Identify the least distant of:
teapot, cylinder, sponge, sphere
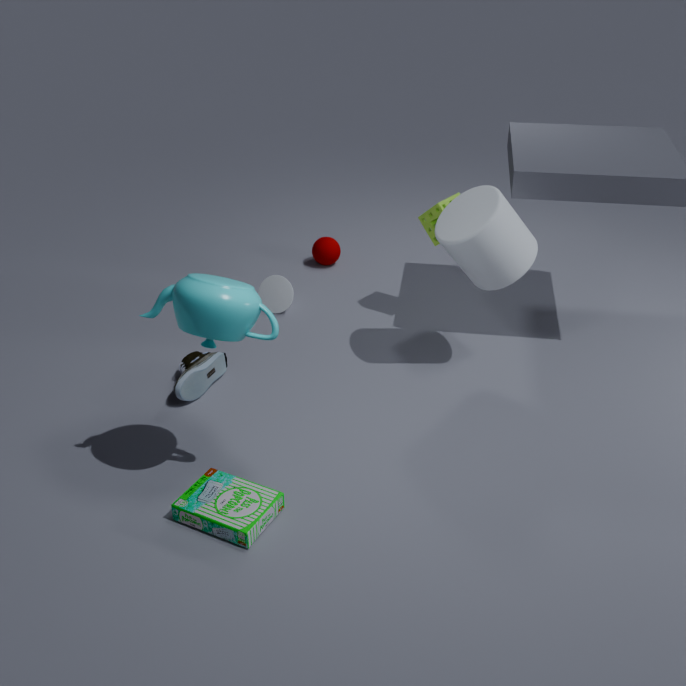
teapot
